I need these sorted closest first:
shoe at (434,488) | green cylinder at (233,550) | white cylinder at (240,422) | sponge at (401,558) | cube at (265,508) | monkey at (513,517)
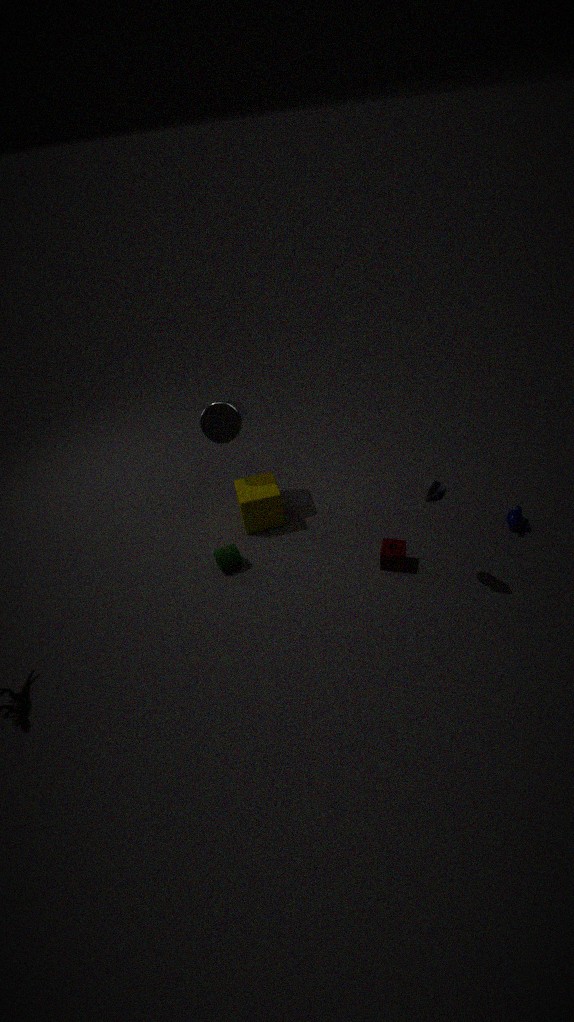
shoe at (434,488) < sponge at (401,558) < green cylinder at (233,550) < monkey at (513,517) < white cylinder at (240,422) < cube at (265,508)
